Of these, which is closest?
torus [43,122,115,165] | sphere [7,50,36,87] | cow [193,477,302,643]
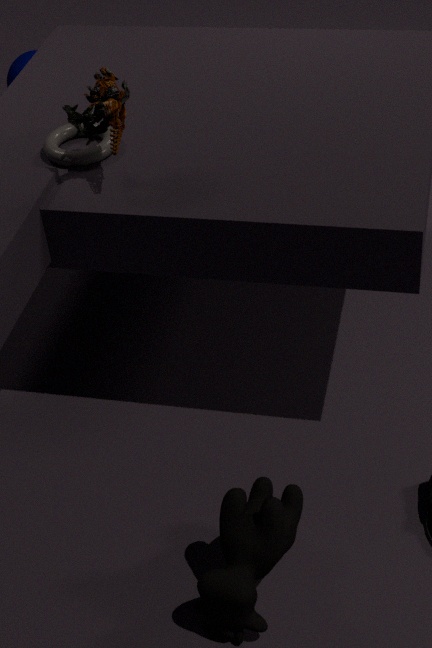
cow [193,477,302,643]
